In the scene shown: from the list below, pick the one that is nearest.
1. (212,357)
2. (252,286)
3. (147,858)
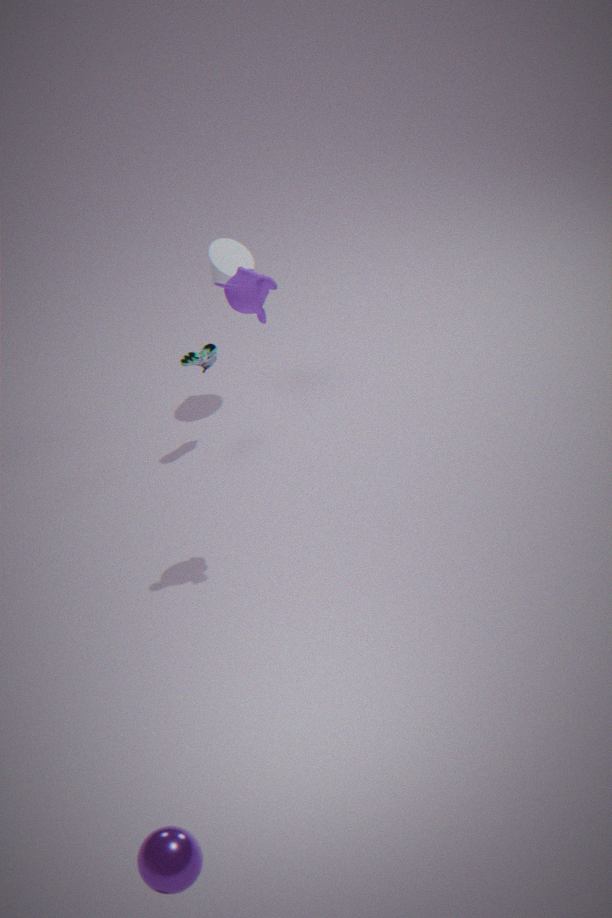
(147,858)
